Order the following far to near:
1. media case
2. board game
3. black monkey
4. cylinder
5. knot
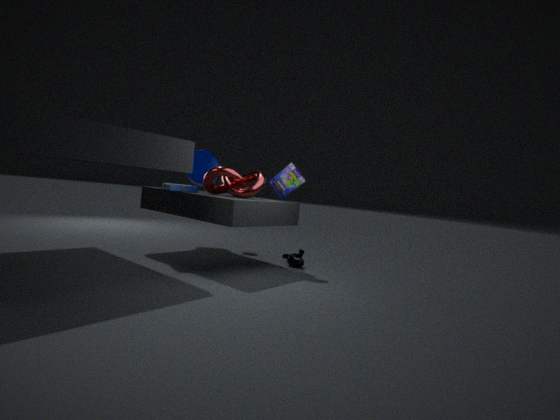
cylinder < black monkey < board game < media case < knot
